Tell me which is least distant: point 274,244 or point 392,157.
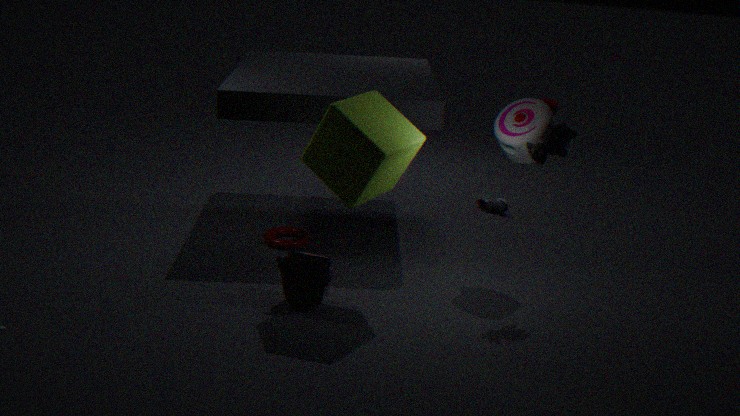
point 392,157
